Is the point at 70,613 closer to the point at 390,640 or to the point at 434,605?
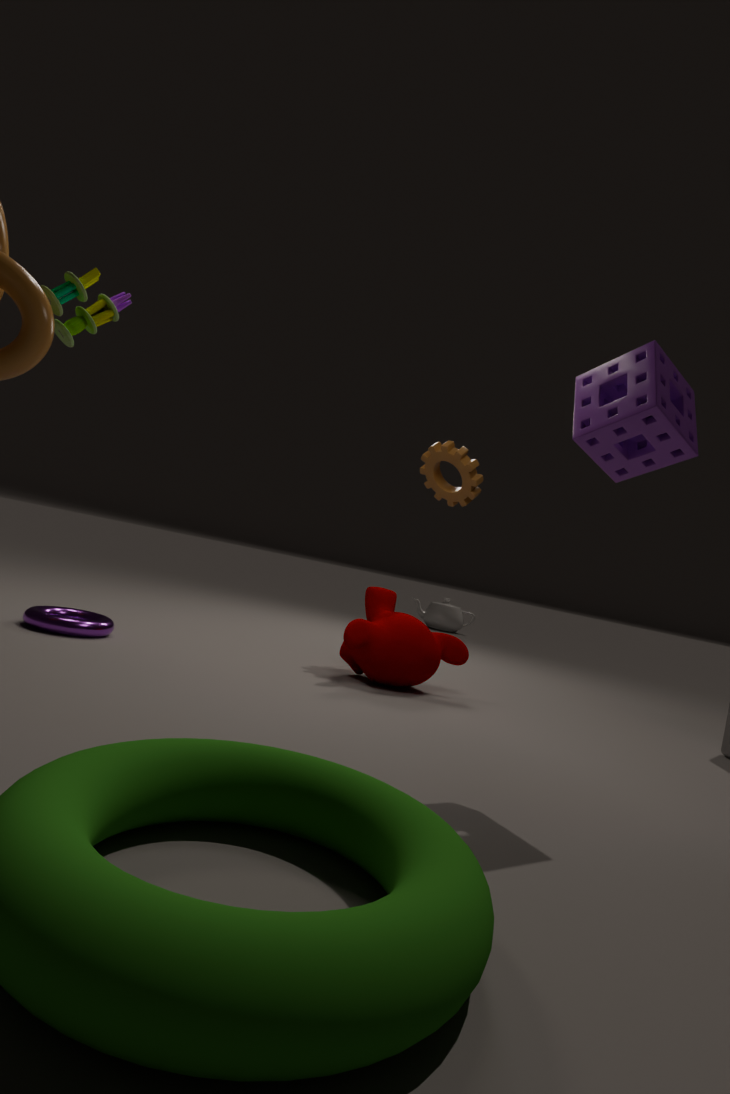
the point at 390,640
